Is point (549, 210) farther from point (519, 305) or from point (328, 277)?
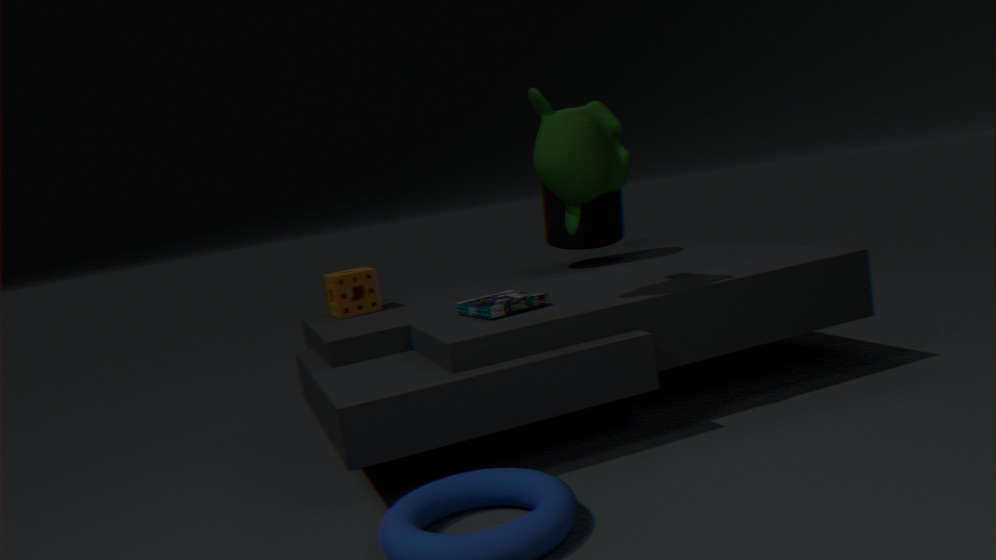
point (328, 277)
